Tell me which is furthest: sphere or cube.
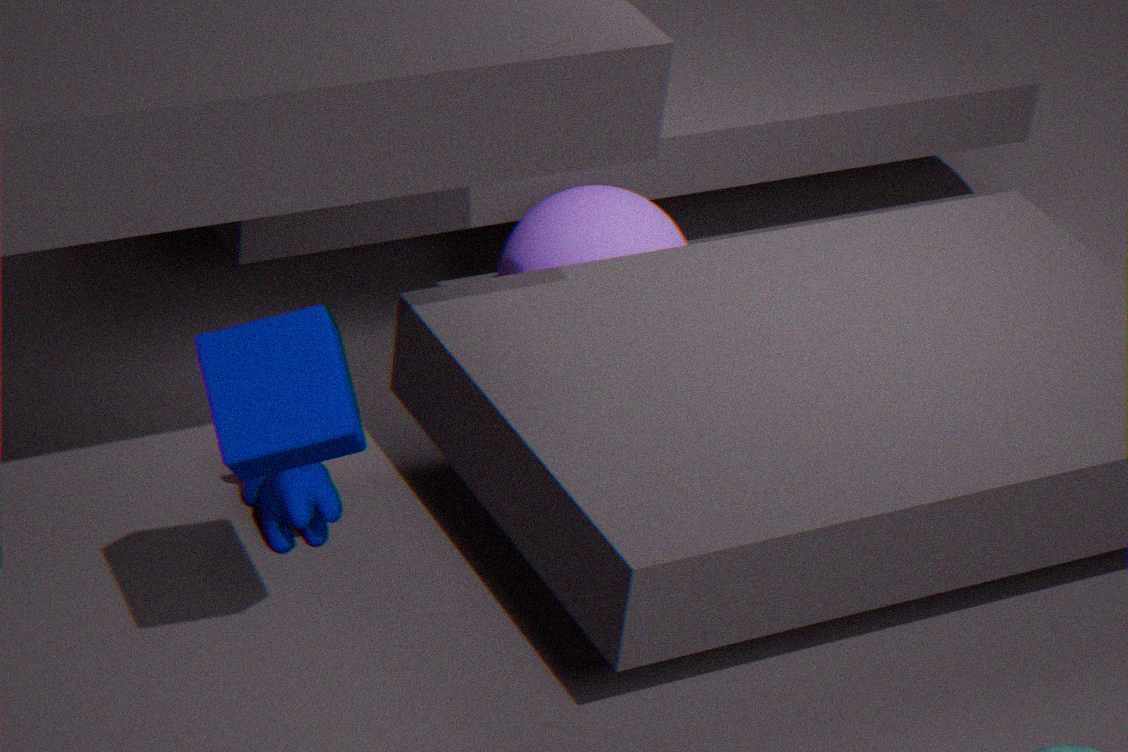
sphere
